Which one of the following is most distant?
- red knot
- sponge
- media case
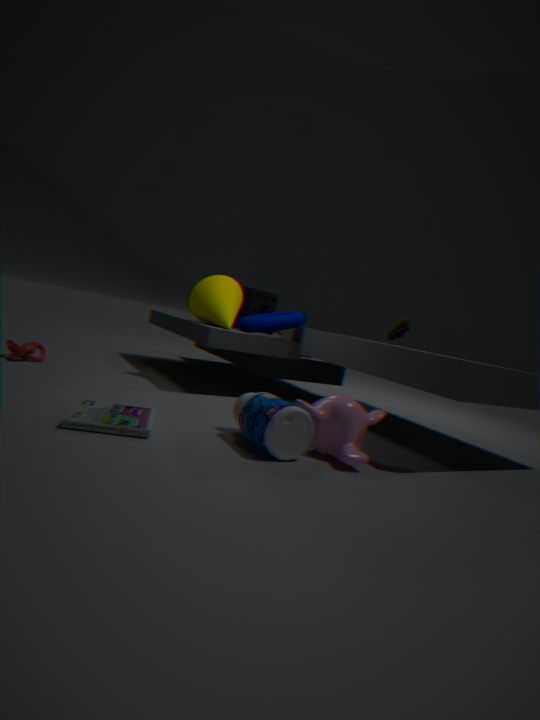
sponge
